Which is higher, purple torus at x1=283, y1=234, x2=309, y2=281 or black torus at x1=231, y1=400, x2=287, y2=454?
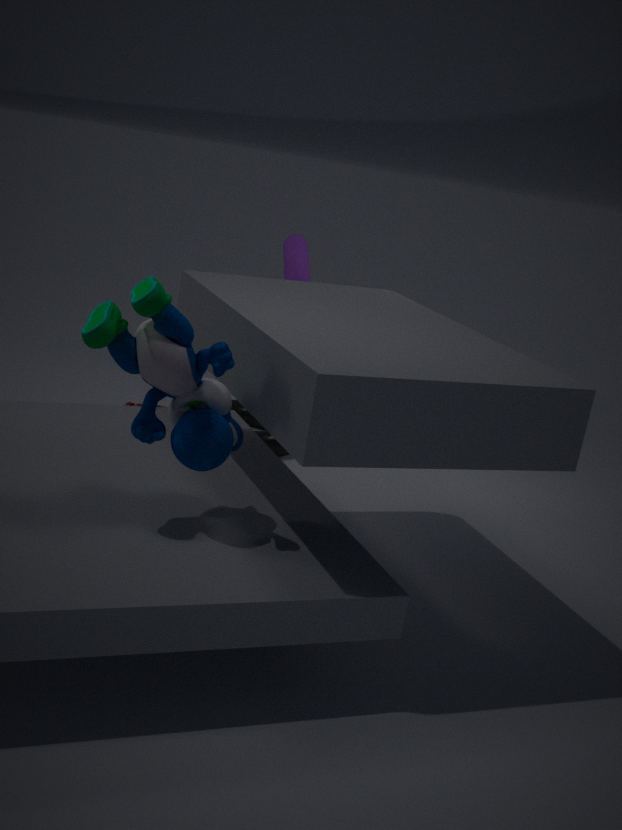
purple torus at x1=283, y1=234, x2=309, y2=281
